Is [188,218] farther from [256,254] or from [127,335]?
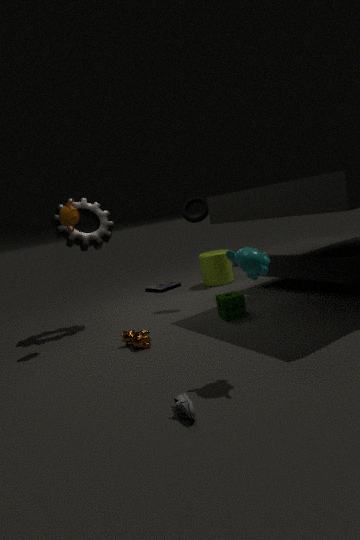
[256,254]
